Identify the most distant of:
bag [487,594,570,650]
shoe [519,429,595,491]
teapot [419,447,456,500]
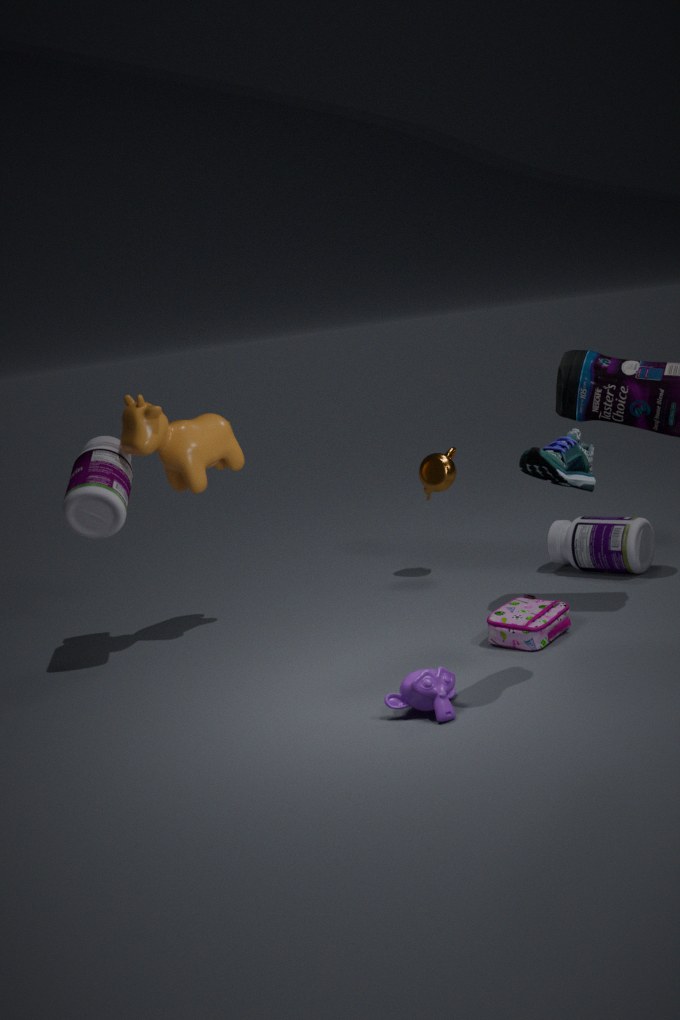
teapot [419,447,456,500]
